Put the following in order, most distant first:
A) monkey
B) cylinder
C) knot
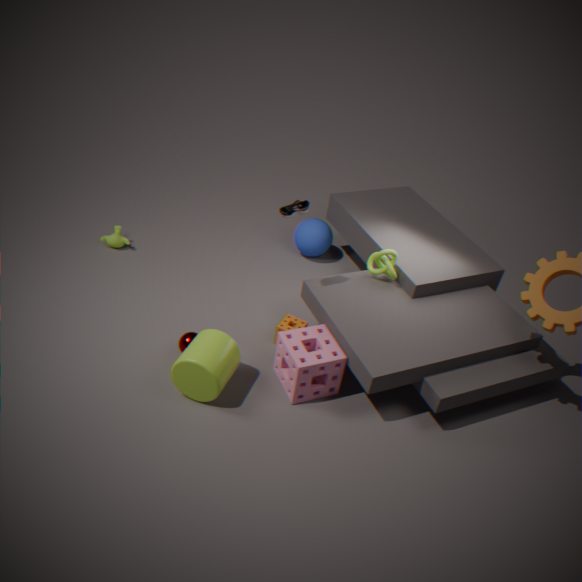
monkey < knot < cylinder
